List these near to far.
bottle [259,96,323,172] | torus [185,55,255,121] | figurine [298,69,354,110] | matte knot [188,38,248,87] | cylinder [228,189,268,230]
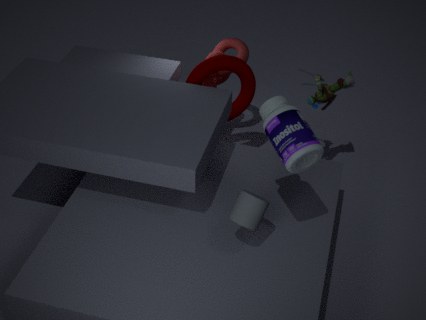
bottle [259,96,323,172] → cylinder [228,189,268,230] → figurine [298,69,354,110] → torus [185,55,255,121] → matte knot [188,38,248,87]
